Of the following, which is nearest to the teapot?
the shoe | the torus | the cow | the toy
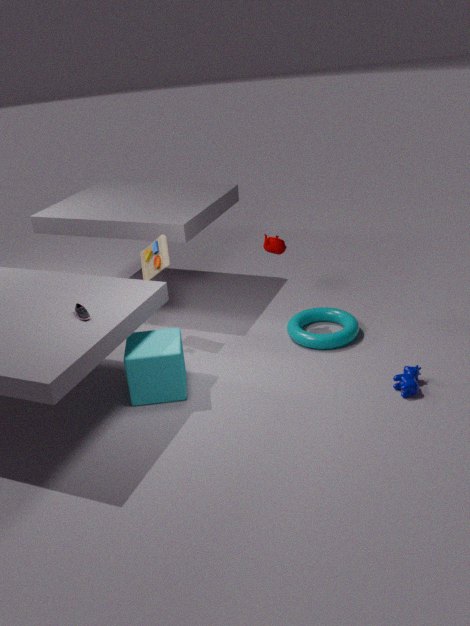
the torus
